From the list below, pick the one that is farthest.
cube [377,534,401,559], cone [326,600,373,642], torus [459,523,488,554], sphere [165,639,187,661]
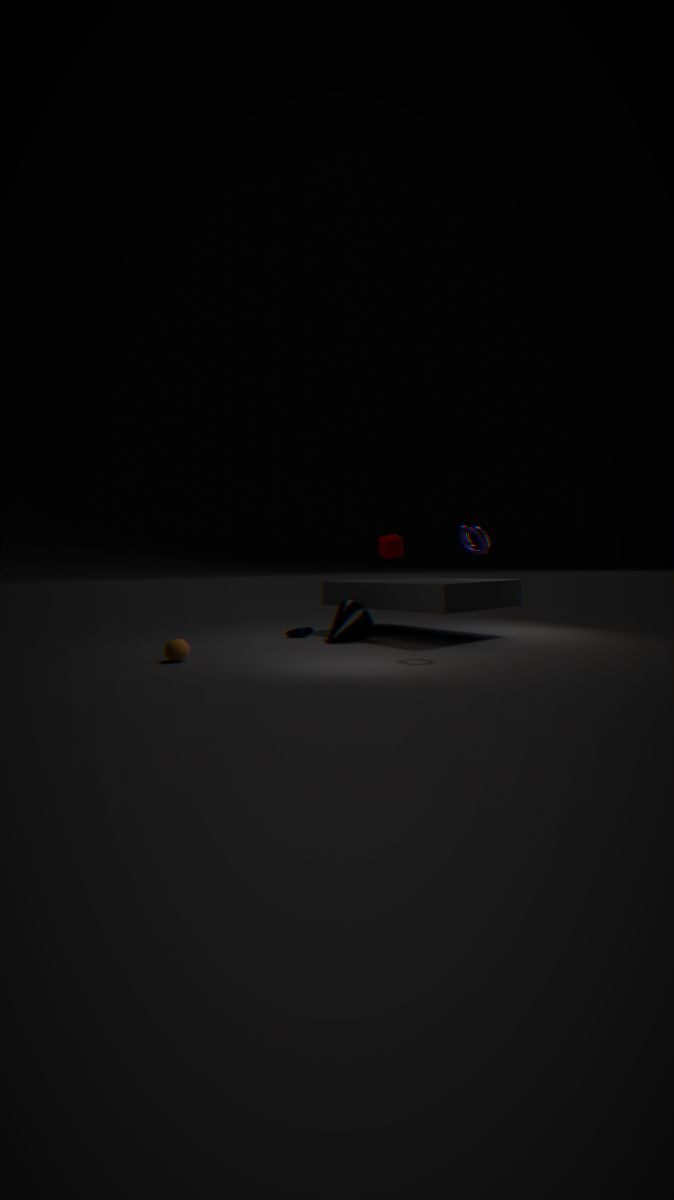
cone [326,600,373,642]
